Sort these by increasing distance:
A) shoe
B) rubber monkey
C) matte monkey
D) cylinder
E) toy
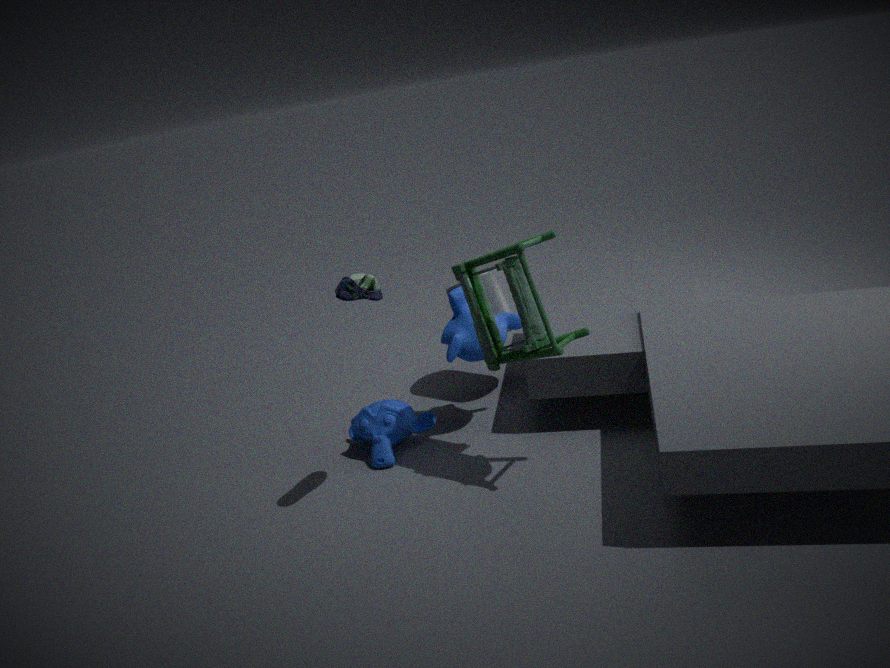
shoe → toy → matte monkey → rubber monkey → cylinder
